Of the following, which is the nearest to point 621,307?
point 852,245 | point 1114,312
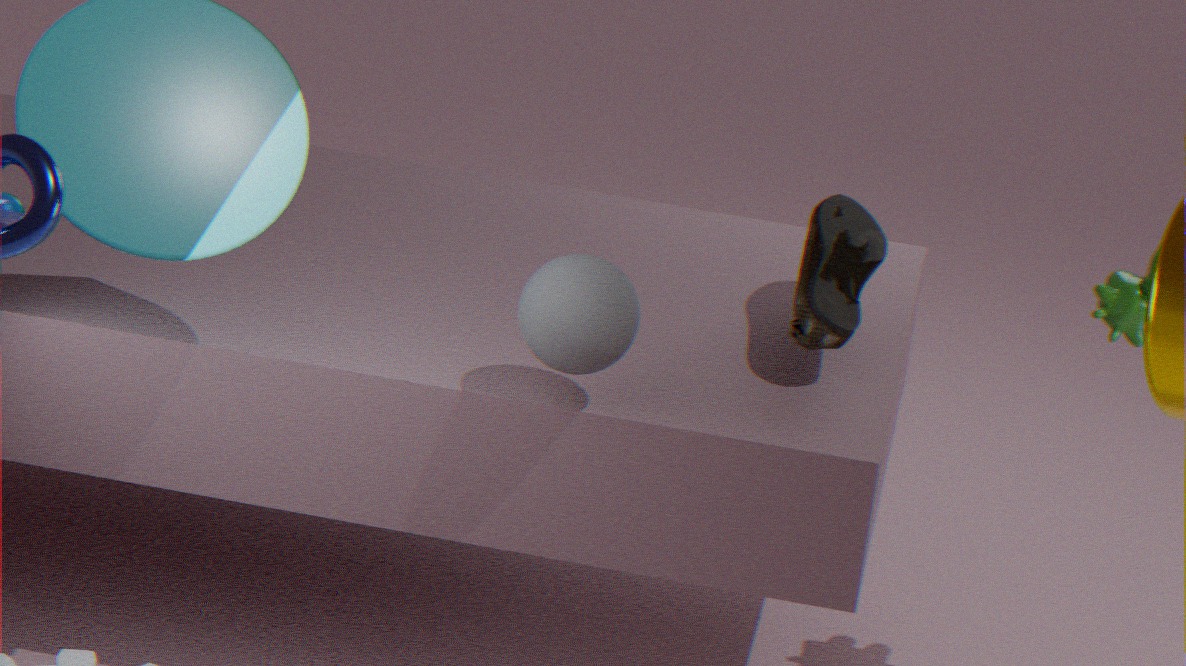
point 852,245
